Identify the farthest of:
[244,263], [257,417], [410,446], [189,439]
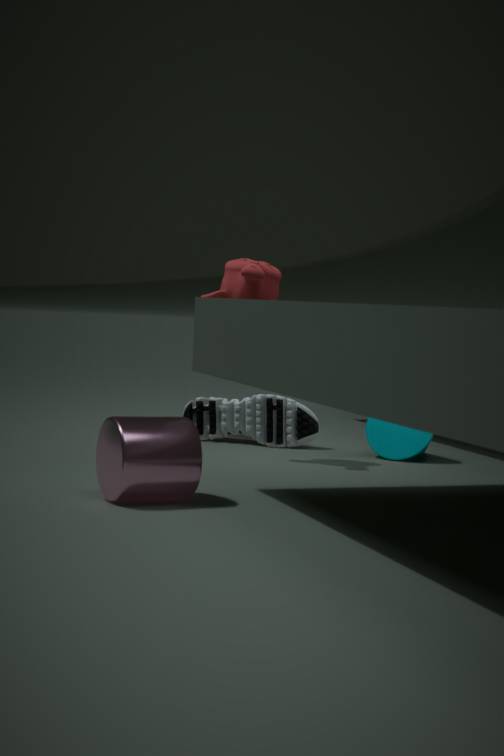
[257,417]
